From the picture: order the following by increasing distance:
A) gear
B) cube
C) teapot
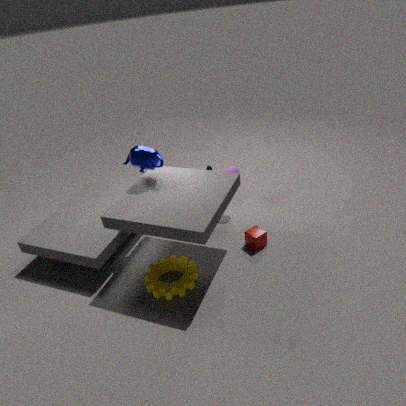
gear → teapot → cube
